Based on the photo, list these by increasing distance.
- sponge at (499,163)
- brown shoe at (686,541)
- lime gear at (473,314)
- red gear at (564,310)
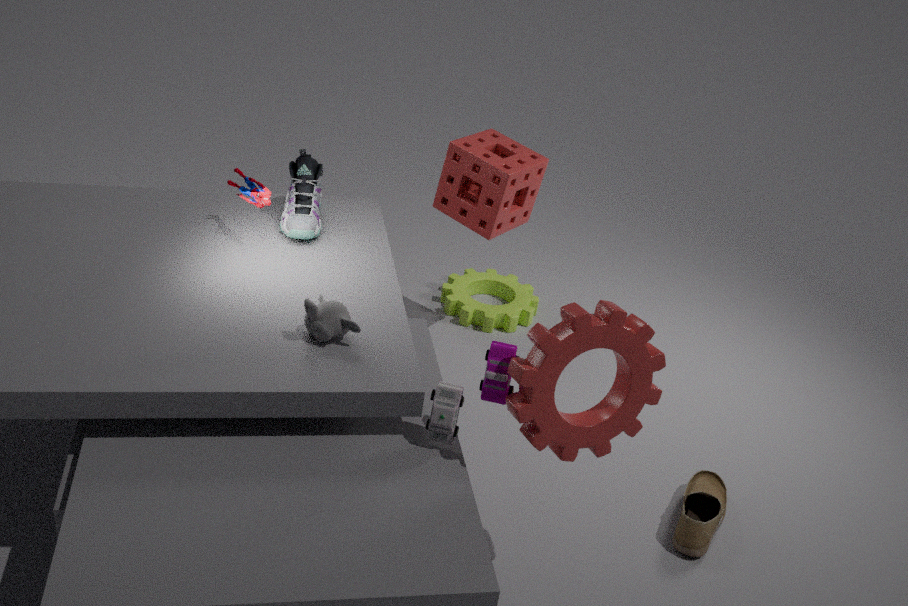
red gear at (564,310) → brown shoe at (686,541) → sponge at (499,163) → lime gear at (473,314)
